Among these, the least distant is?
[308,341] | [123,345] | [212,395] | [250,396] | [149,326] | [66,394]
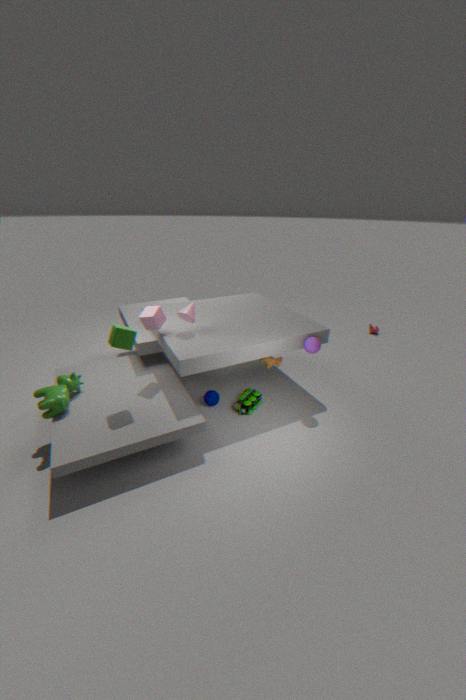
[123,345]
